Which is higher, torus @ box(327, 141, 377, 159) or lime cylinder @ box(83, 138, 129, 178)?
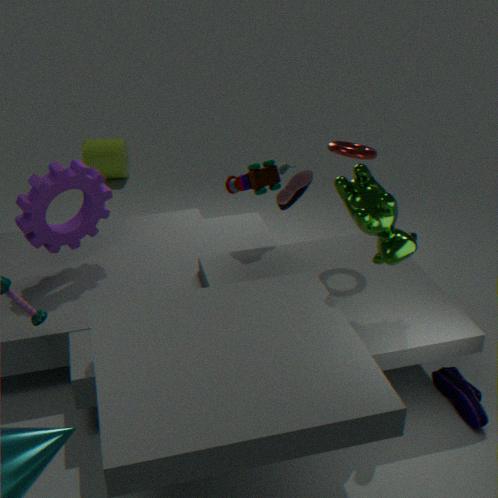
torus @ box(327, 141, 377, 159)
